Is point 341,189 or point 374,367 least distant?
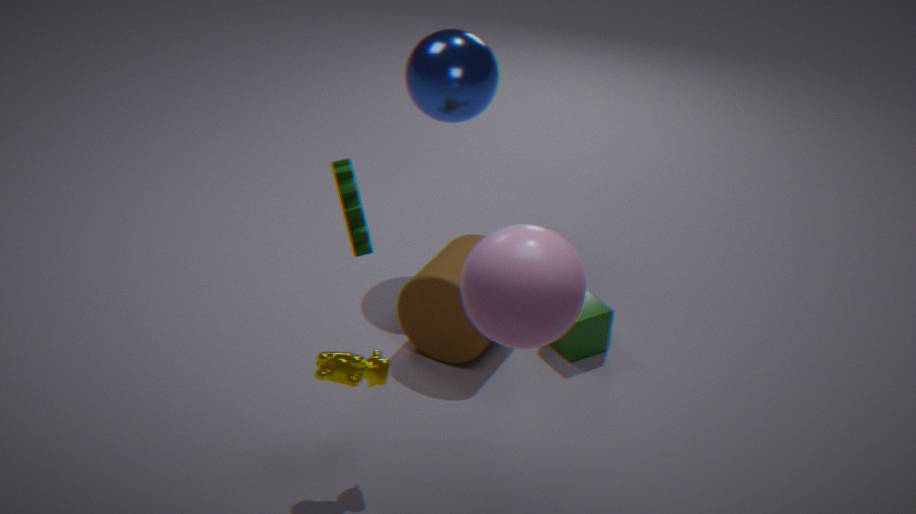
point 341,189
